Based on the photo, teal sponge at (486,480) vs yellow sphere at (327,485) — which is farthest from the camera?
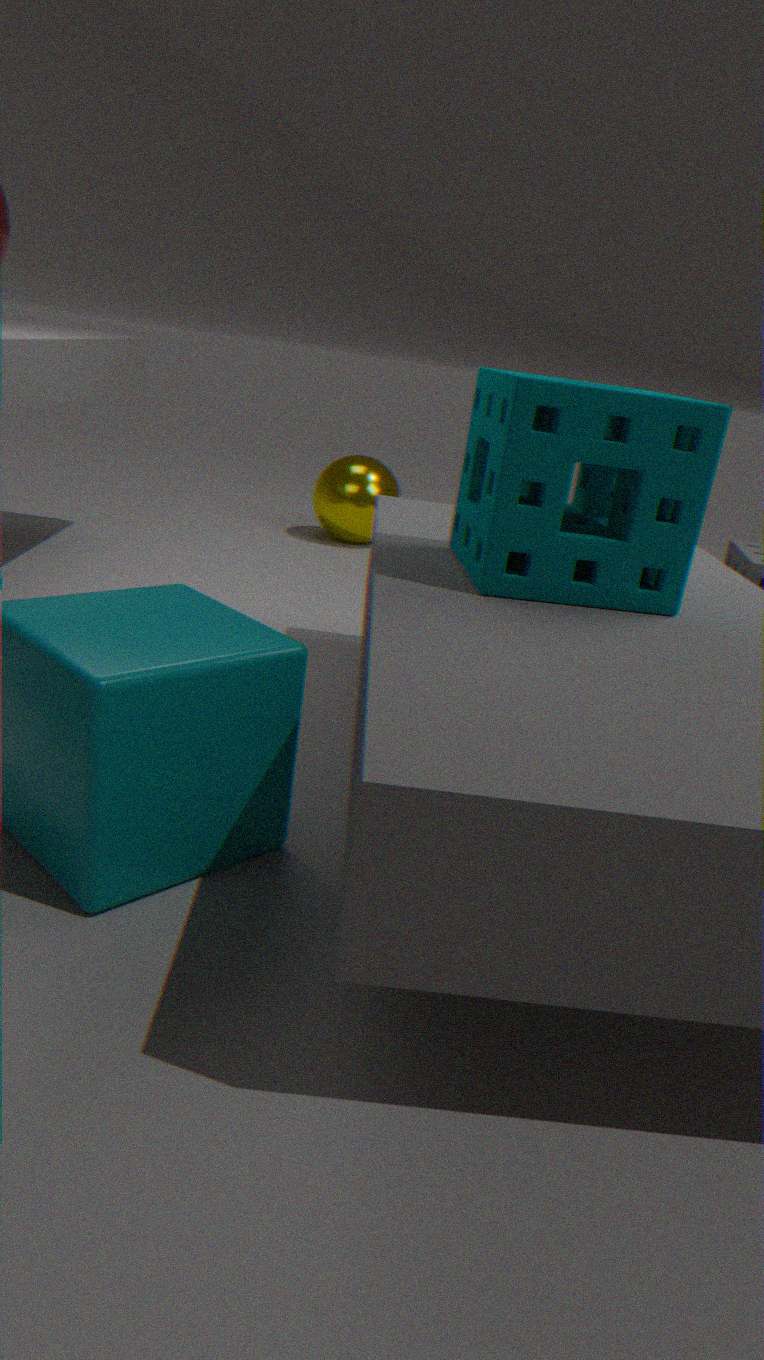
yellow sphere at (327,485)
